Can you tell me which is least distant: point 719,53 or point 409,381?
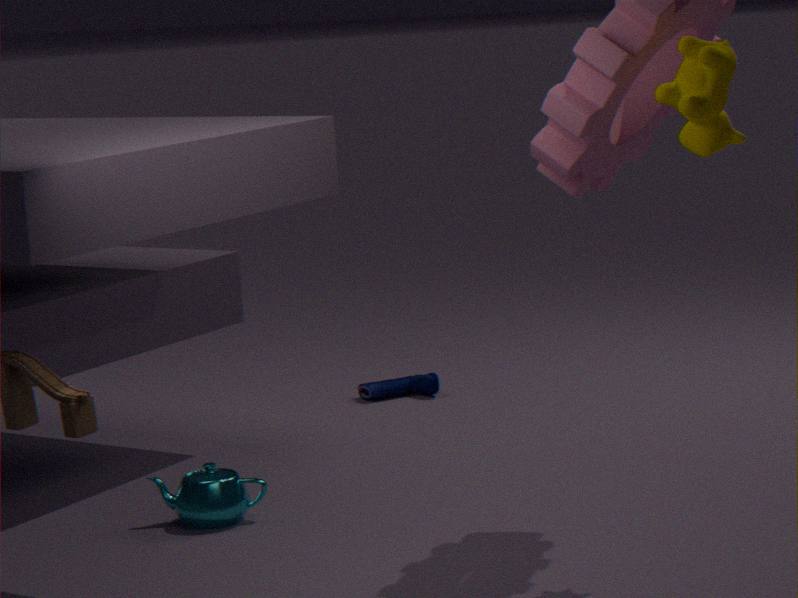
point 719,53
